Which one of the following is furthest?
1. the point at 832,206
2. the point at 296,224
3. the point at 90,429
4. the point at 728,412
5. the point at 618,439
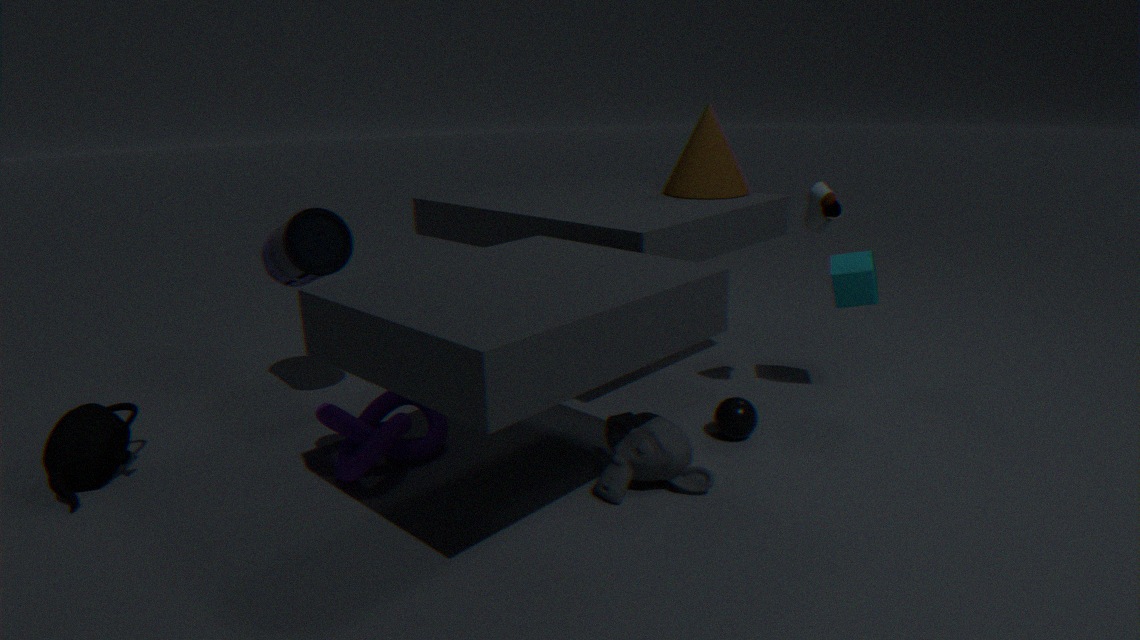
the point at 296,224
